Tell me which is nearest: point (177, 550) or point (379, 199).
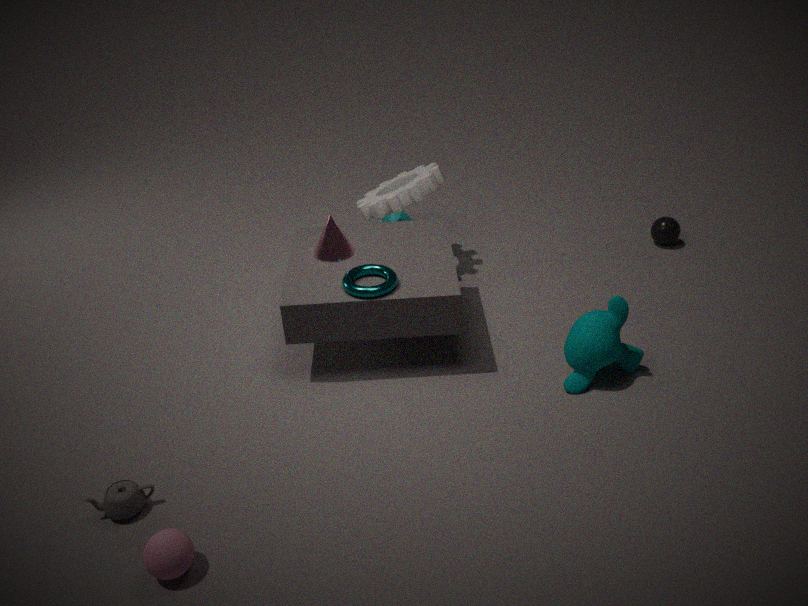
point (177, 550)
